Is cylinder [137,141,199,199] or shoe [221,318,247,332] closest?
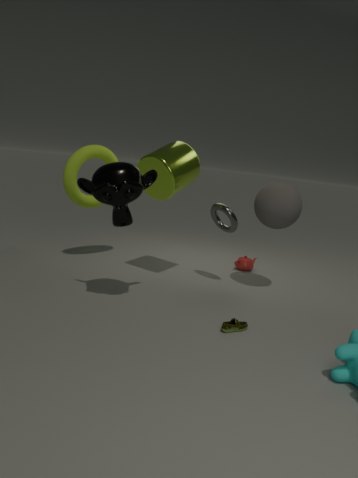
shoe [221,318,247,332]
